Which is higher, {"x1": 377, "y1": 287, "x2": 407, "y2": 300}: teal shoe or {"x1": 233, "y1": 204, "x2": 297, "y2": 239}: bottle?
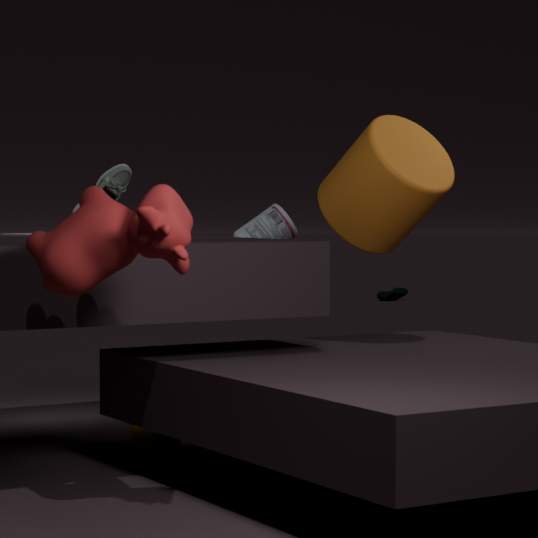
{"x1": 233, "y1": 204, "x2": 297, "y2": 239}: bottle
